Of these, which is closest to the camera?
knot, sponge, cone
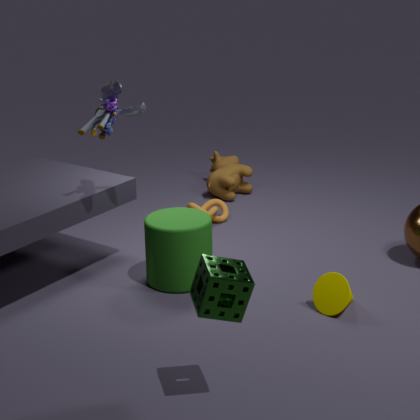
sponge
